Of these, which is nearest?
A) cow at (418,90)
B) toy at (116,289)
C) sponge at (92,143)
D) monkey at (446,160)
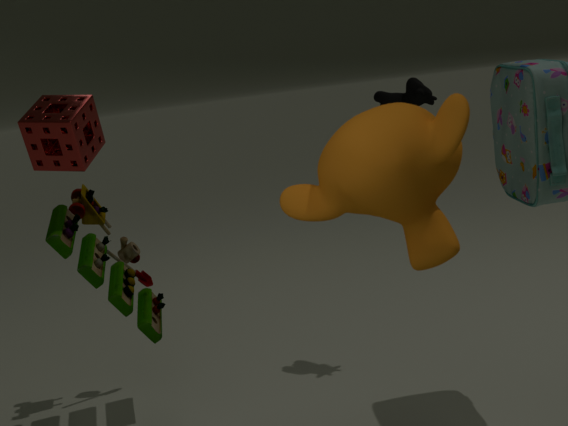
monkey at (446,160)
